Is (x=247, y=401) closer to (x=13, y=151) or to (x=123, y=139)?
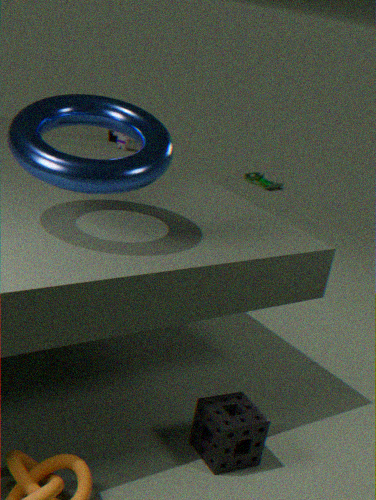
(x=13, y=151)
